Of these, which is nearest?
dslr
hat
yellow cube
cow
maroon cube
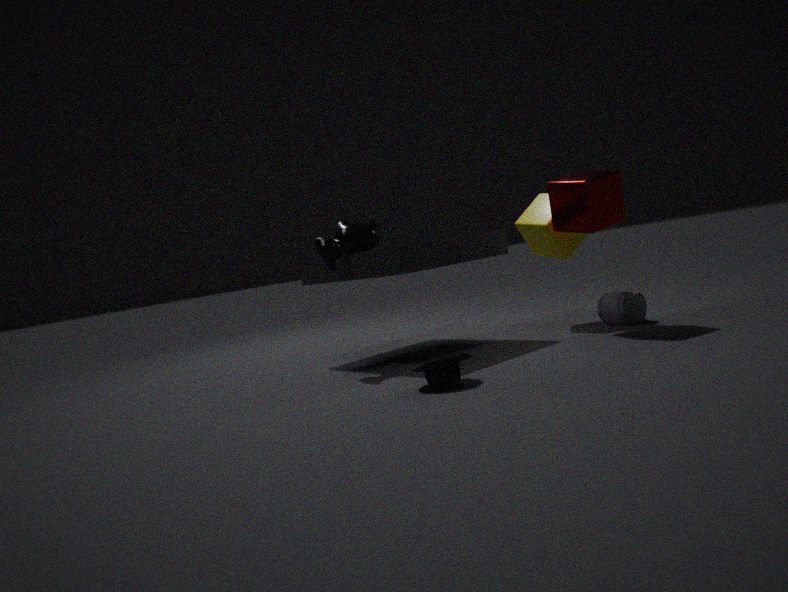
hat
